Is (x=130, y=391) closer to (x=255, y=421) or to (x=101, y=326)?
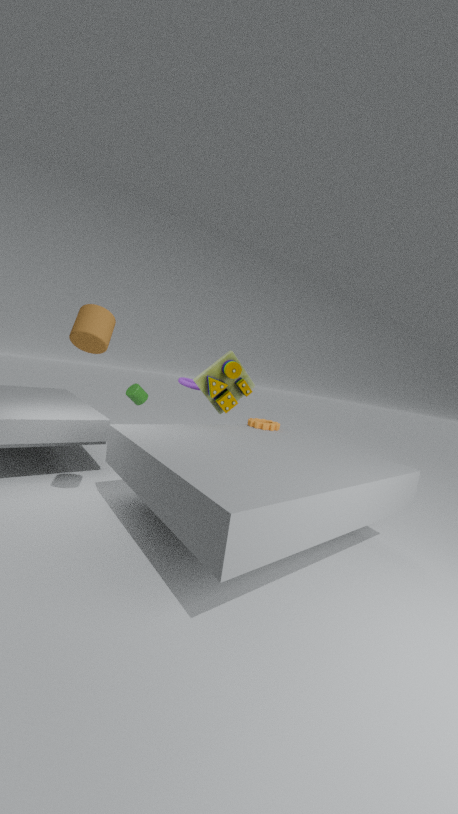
(x=255, y=421)
